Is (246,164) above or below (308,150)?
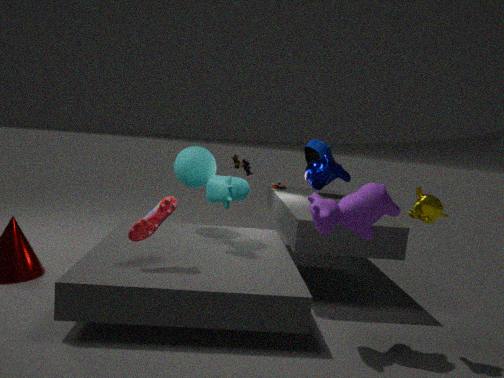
below
